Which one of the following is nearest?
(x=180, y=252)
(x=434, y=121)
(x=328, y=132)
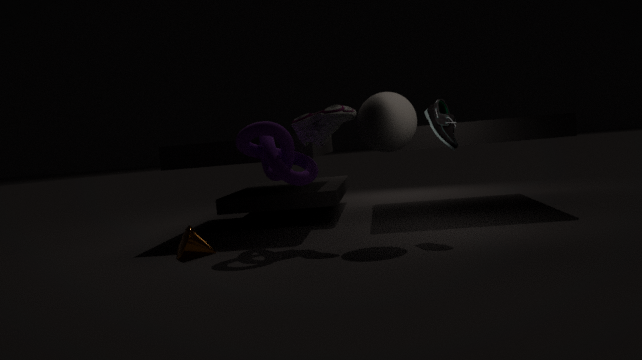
(x=434, y=121)
